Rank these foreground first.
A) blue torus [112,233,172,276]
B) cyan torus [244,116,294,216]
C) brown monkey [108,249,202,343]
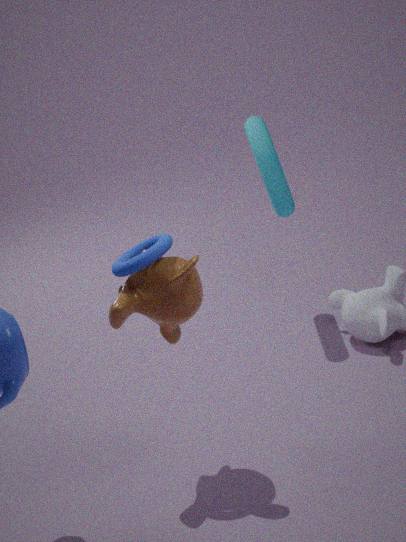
blue torus [112,233,172,276] < brown monkey [108,249,202,343] < cyan torus [244,116,294,216]
